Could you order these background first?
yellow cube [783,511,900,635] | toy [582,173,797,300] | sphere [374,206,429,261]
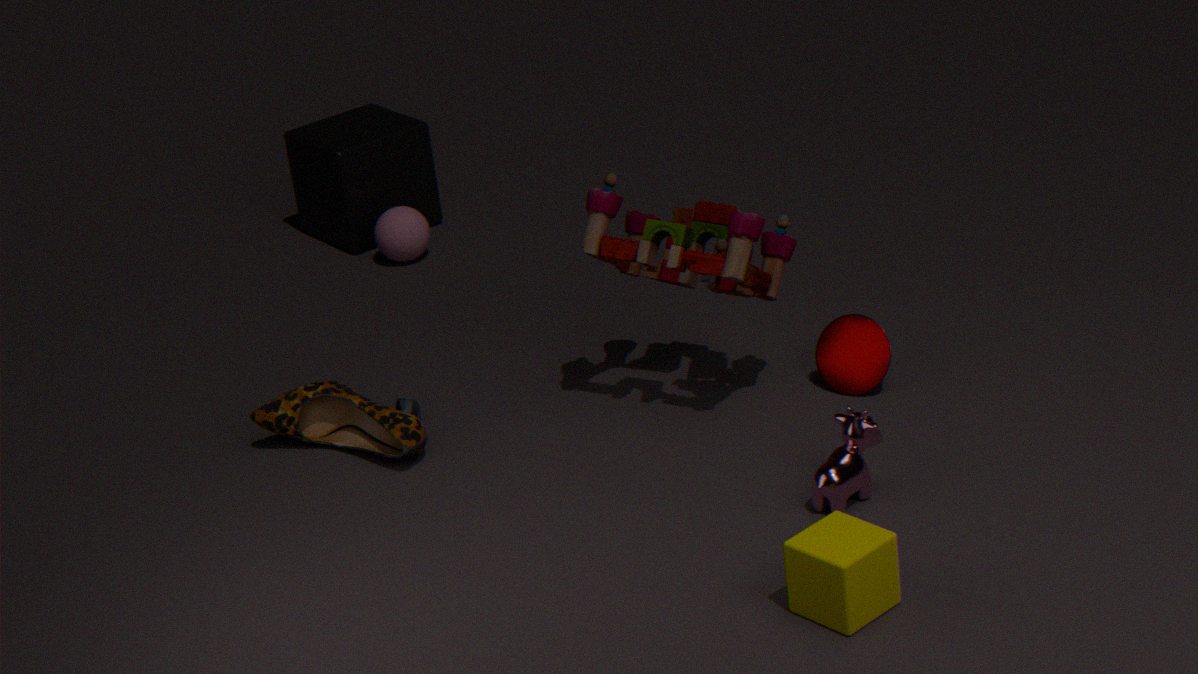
sphere [374,206,429,261] → toy [582,173,797,300] → yellow cube [783,511,900,635]
